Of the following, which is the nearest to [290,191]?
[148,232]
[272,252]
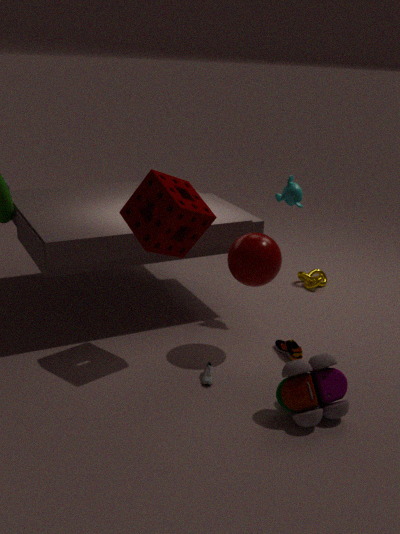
[272,252]
